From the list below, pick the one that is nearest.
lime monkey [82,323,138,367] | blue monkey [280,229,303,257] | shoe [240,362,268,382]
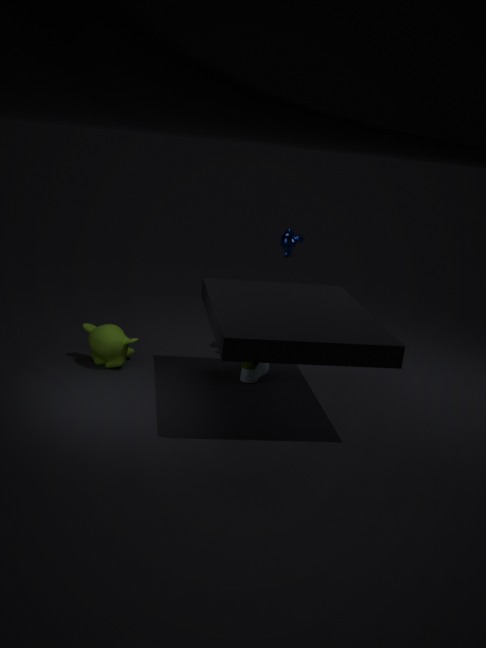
lime monkey [82,323,138,367]
